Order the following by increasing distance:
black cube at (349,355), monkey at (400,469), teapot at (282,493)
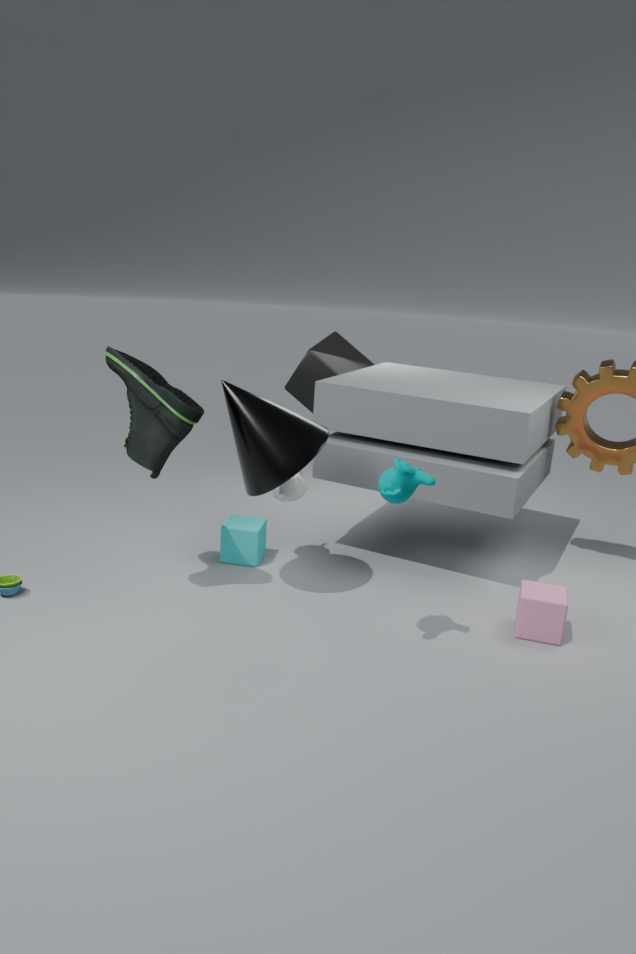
monkey at (400,469) → teapot at (282,493) → black cube at (349,355)
